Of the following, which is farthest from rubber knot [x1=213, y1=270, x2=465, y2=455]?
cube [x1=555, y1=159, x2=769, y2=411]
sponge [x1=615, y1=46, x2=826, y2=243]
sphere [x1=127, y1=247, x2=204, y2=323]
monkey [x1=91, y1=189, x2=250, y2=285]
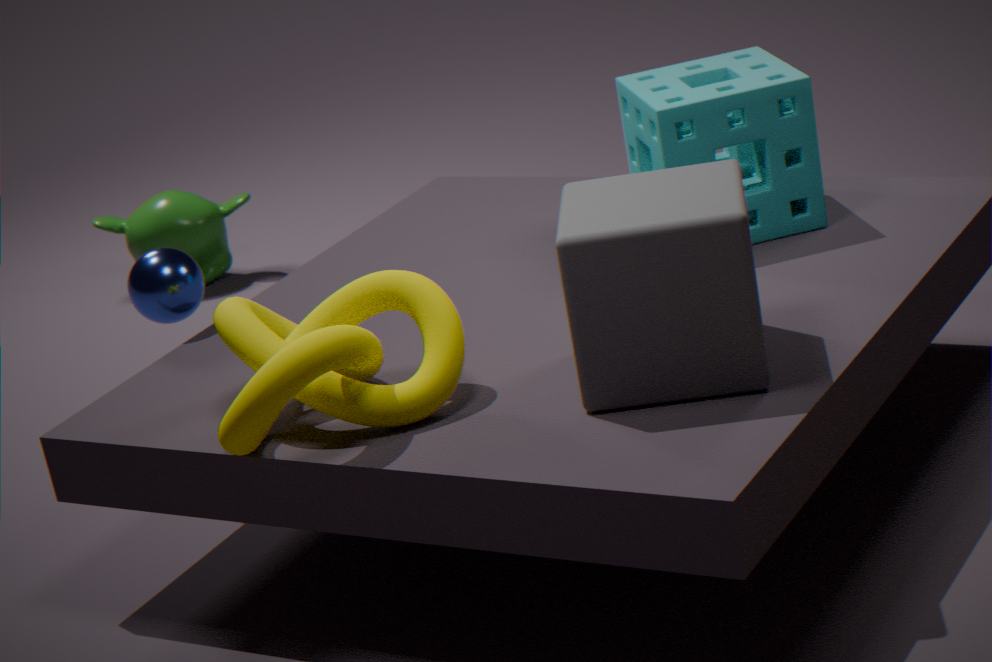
monkey [x1=91, y1=189, x2=250, y2=285]
